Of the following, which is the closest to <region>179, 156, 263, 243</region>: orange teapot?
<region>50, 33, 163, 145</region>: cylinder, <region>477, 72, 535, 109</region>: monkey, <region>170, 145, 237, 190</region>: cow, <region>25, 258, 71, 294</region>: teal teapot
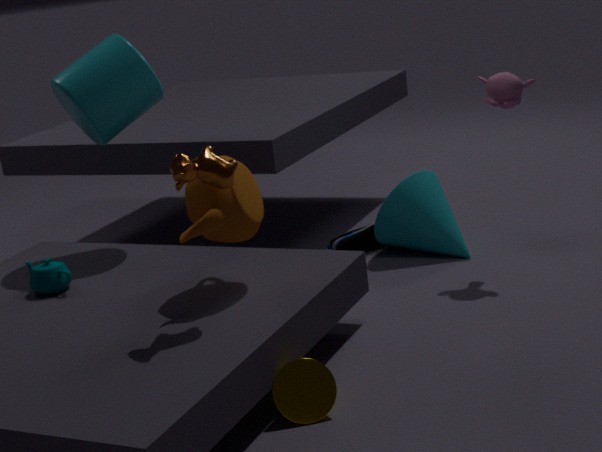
<region>170, 145, 237, 190</region>: cow
